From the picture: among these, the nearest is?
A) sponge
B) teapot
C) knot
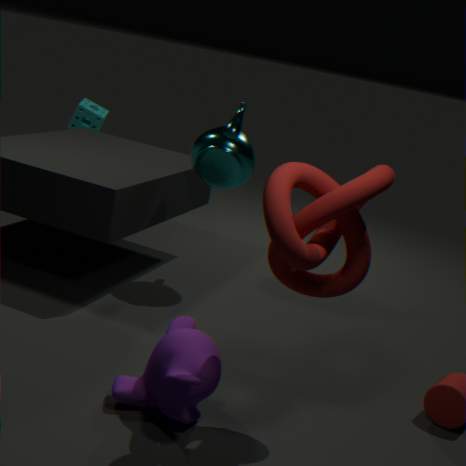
knot
